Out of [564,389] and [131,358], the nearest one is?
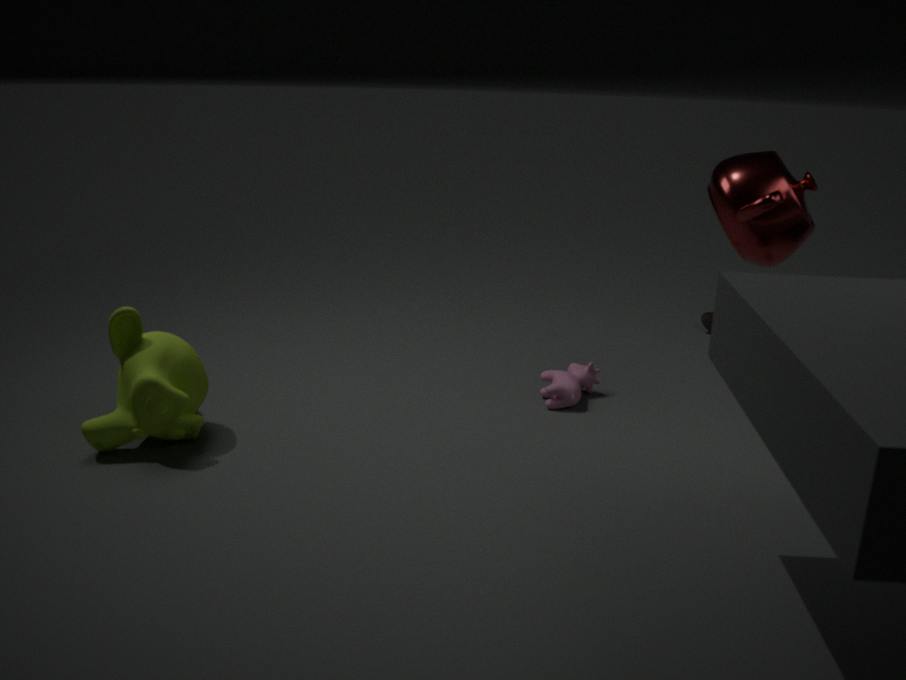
[131,358]
